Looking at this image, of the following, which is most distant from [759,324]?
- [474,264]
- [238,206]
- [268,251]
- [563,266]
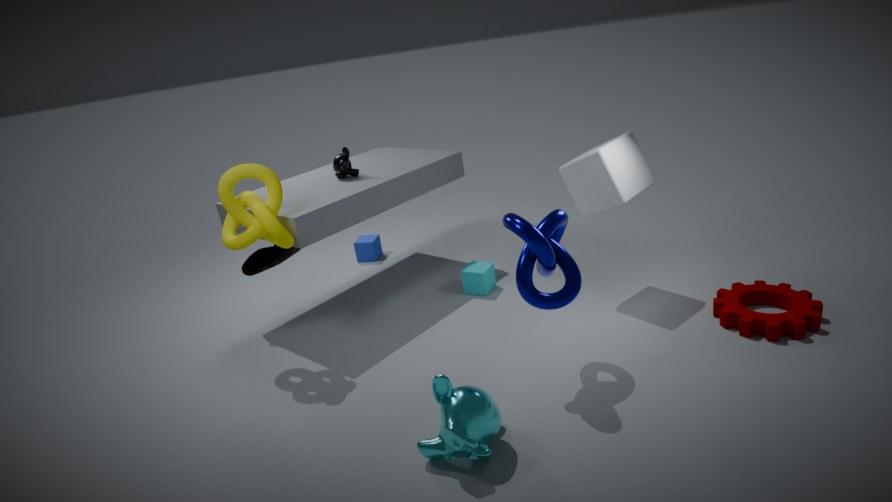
[268,251]
